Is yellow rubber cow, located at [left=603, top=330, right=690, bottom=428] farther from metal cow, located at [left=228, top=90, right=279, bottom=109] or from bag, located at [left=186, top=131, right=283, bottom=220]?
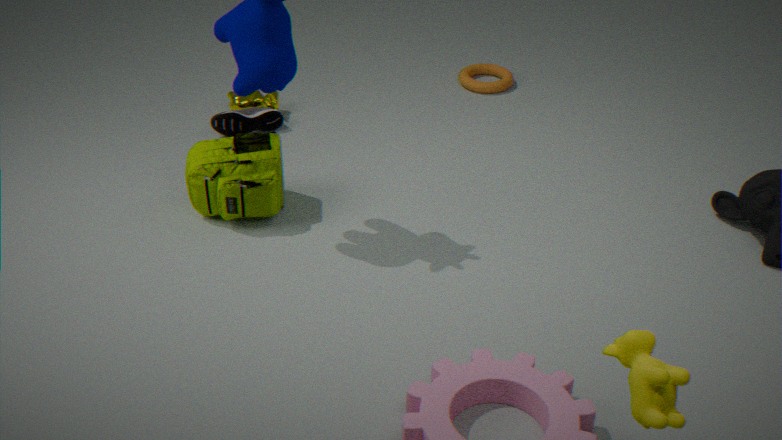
metal cow, located at [left=228, top=90, right=279, bottom=109]
